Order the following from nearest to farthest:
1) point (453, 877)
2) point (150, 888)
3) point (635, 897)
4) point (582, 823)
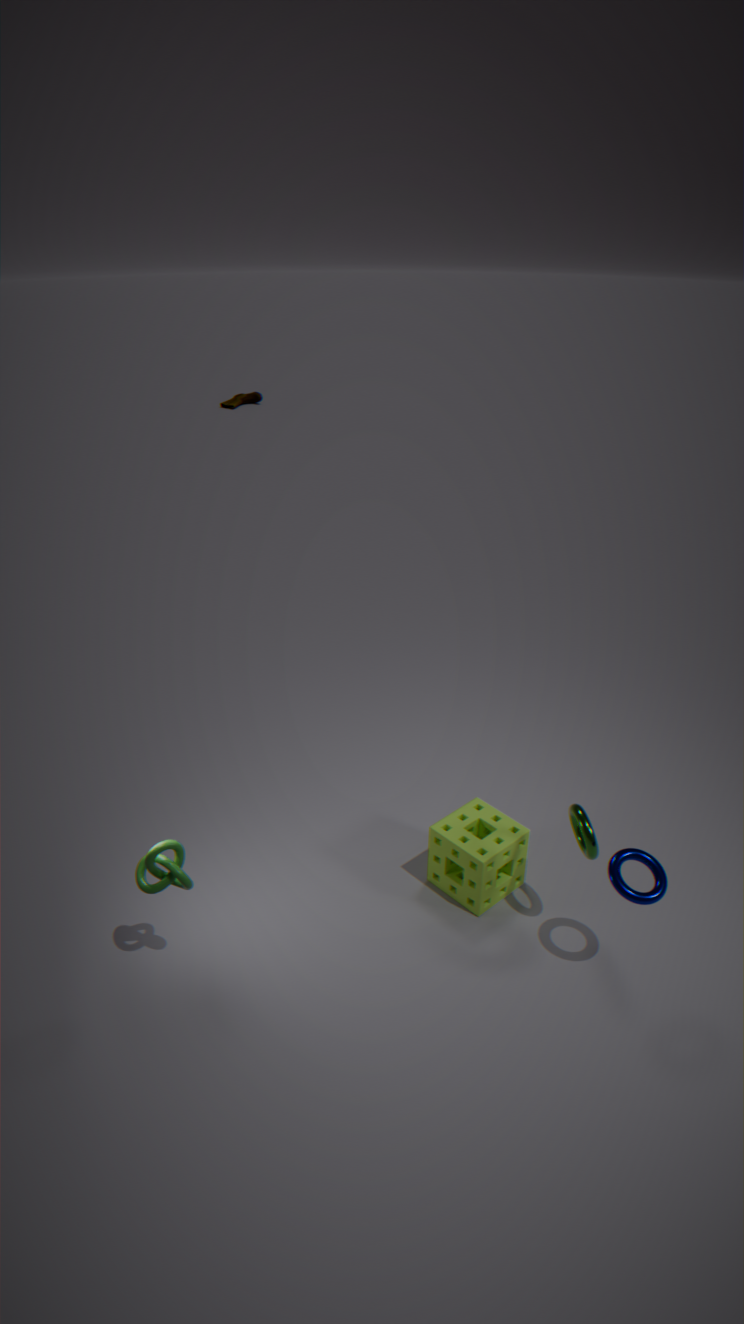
1. 3. point (635, 897)
2. 2. point (150, 888)
3. 4. point (582, 823)
4. 1. point (453, 877)
